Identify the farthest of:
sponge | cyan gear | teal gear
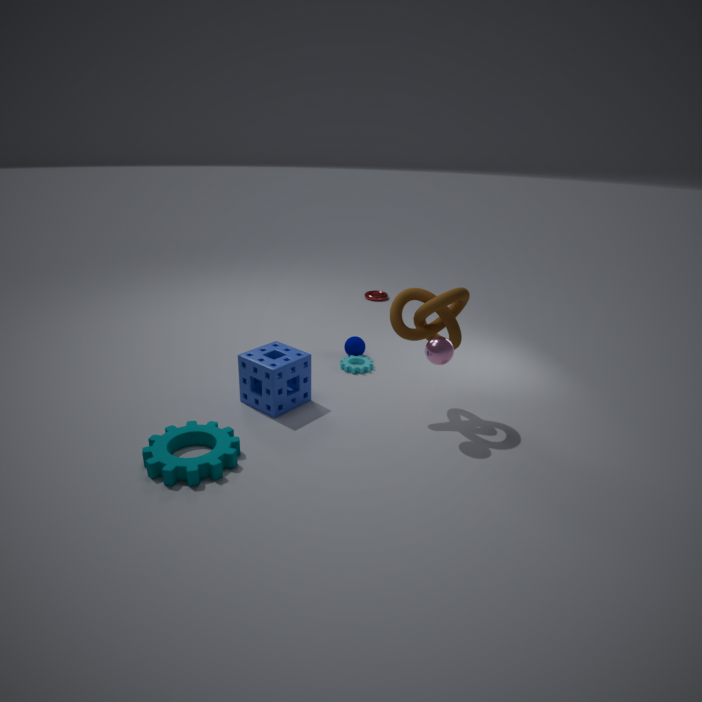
cyan gear
